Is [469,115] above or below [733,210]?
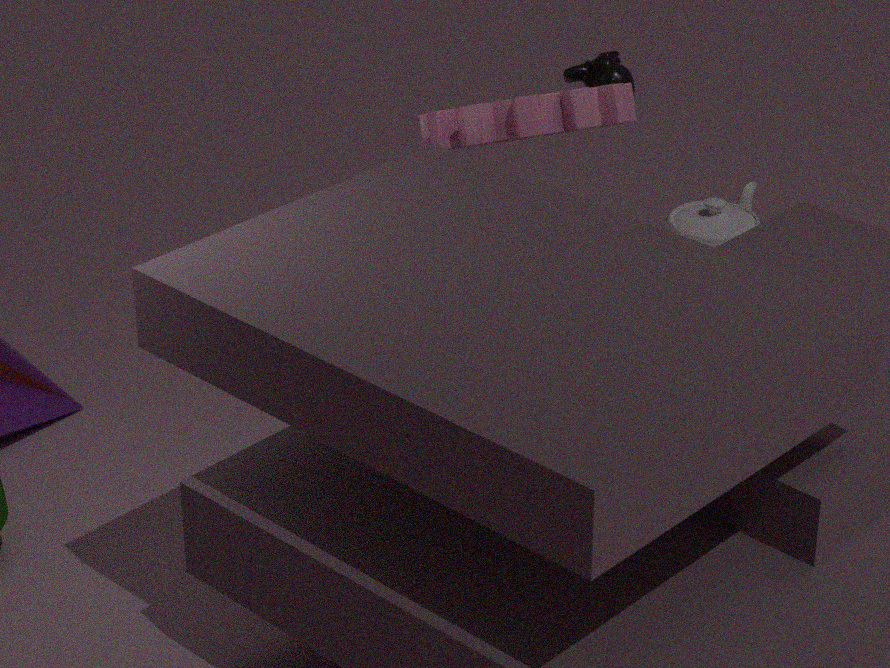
above
